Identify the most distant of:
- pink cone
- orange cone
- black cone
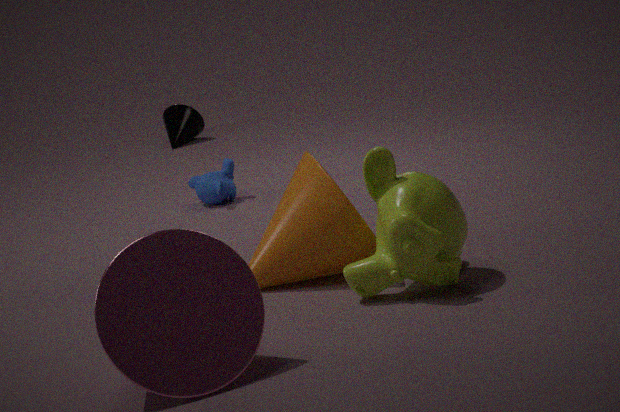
black cone
